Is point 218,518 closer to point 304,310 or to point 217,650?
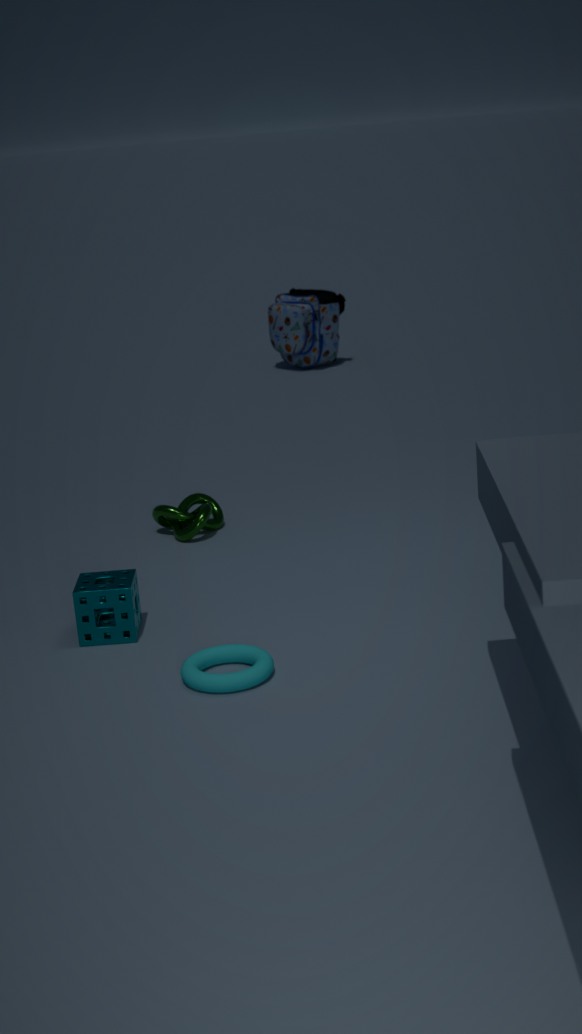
point 217,650
